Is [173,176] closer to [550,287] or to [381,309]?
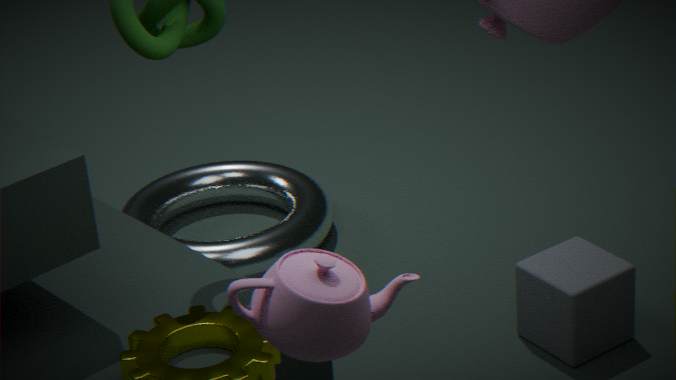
[550,287]
